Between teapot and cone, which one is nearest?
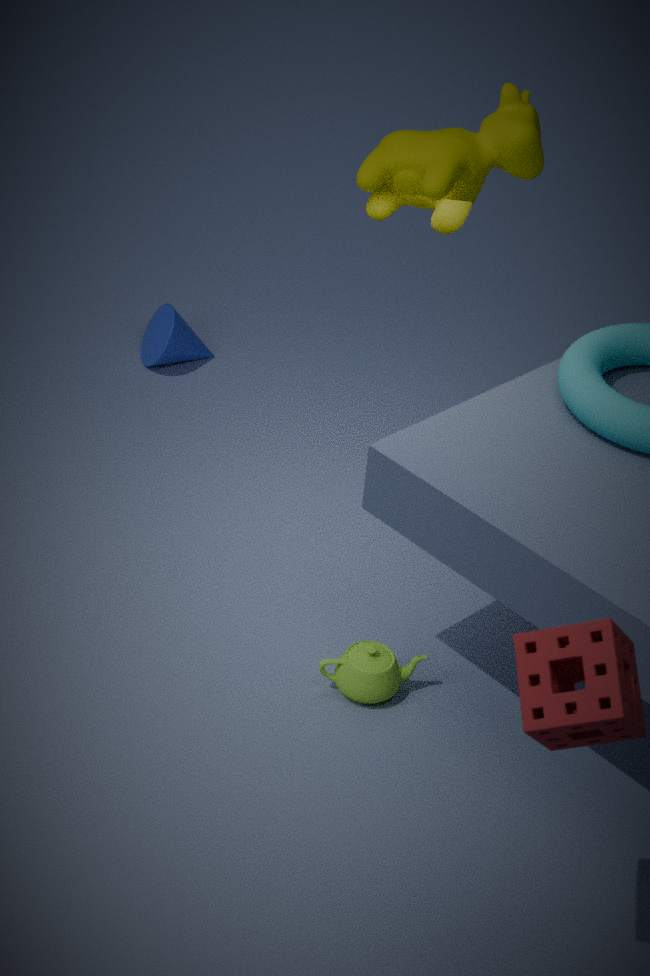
teapot
